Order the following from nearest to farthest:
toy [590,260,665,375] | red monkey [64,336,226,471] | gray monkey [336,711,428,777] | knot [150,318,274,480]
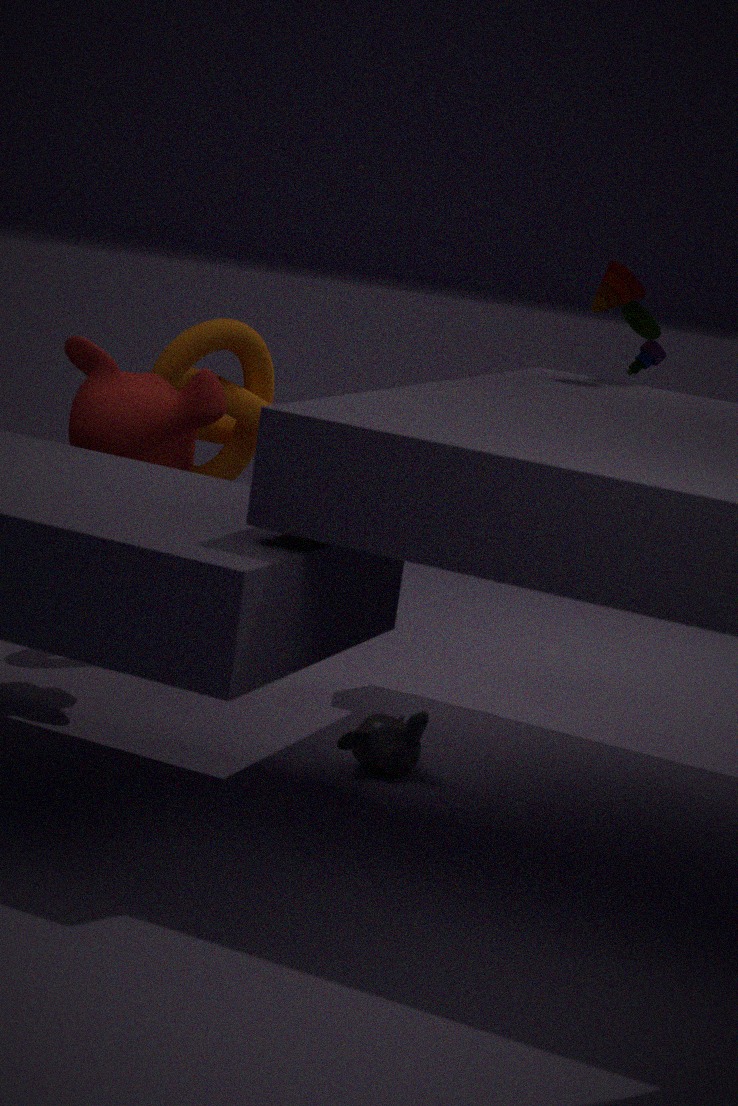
gray monkey [336,711,428,777], red monkey [64,336,226,471], toy [590,260,665,375], knot [150,318,274,480]
